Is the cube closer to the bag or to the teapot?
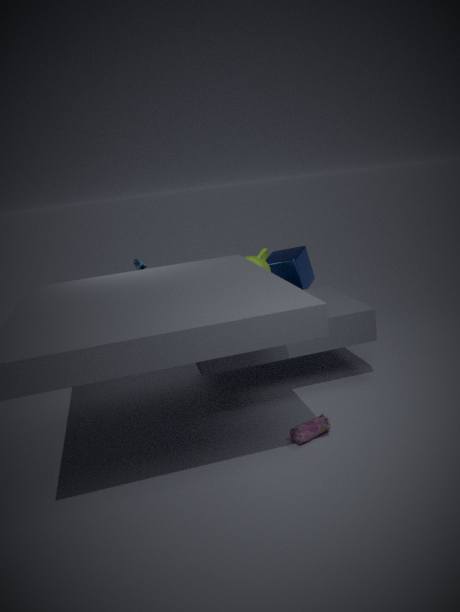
the teapot
